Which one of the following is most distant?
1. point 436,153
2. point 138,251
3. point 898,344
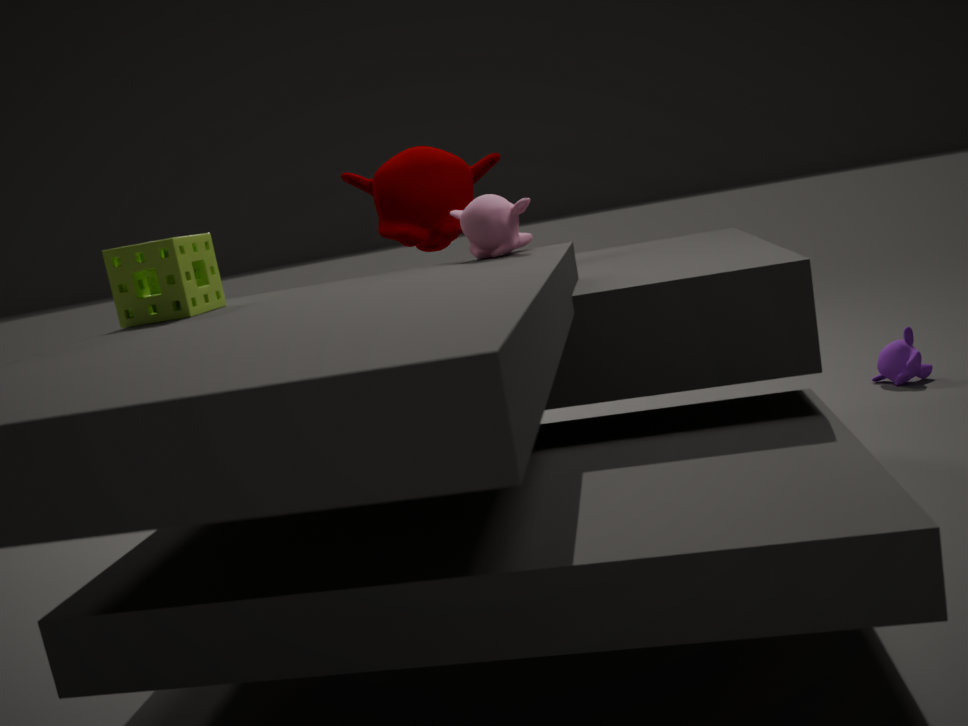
point 898,344
